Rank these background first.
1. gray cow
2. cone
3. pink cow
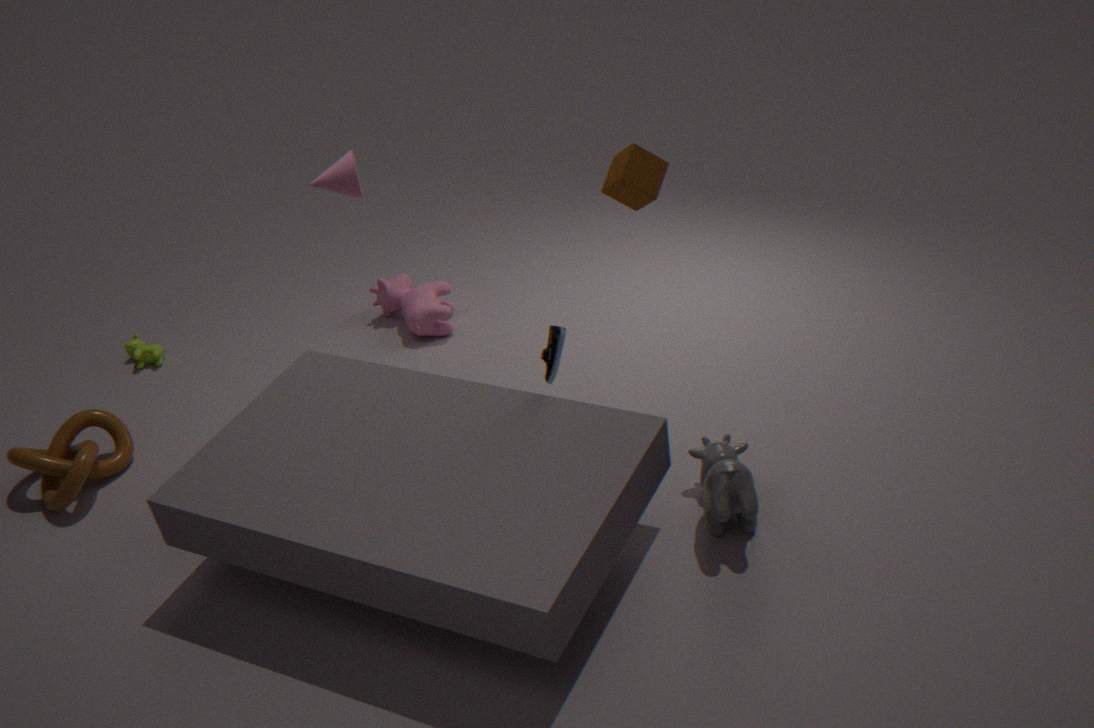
pink cow < cone < gray cow
